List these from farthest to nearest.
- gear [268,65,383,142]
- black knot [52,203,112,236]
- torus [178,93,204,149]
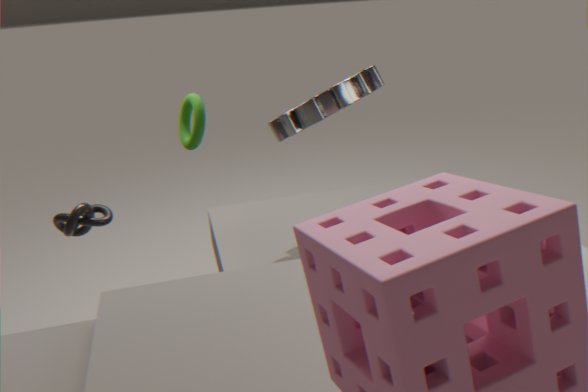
1. torus [178,93,204,149]
2. black knot [52,203,112,236]
3. gear [268,65,383,142]
